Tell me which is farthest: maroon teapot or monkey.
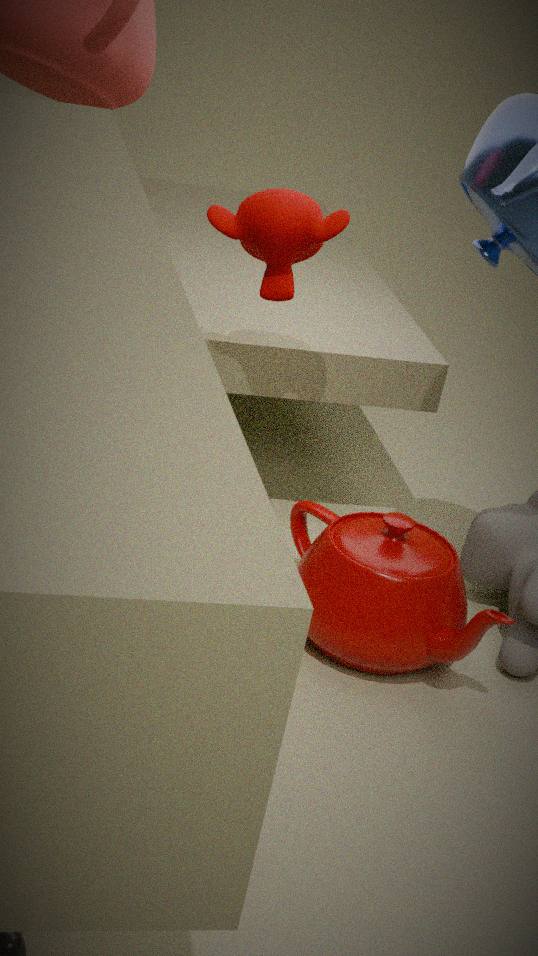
monkey
